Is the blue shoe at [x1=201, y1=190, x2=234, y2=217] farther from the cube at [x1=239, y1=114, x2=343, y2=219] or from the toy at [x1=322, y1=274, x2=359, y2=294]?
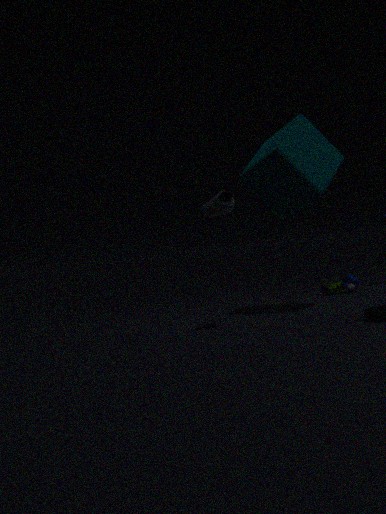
the toy at [x1=322, y1=274, x2=359, y2=294]
